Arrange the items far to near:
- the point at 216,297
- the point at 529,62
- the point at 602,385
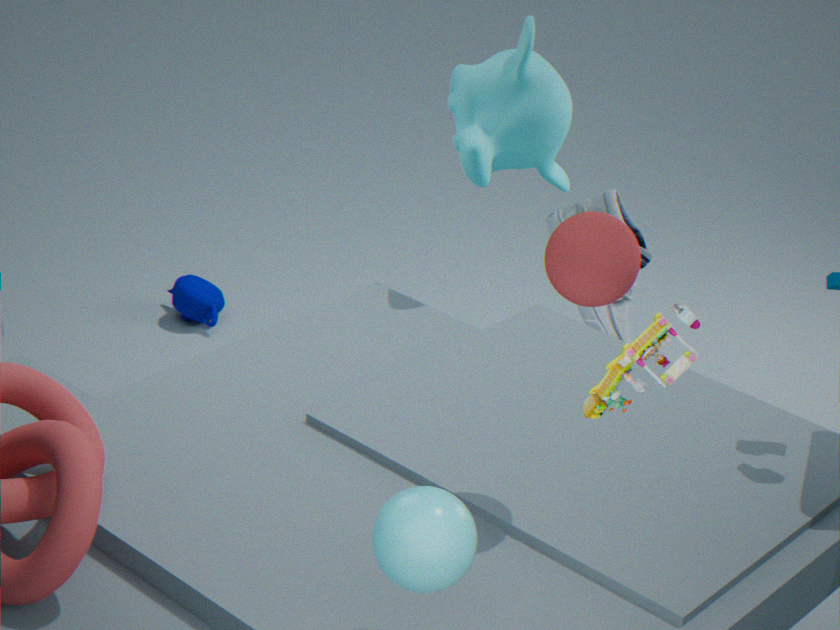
the point at 216,297 < the point at 529,62 < the point at 602,385
